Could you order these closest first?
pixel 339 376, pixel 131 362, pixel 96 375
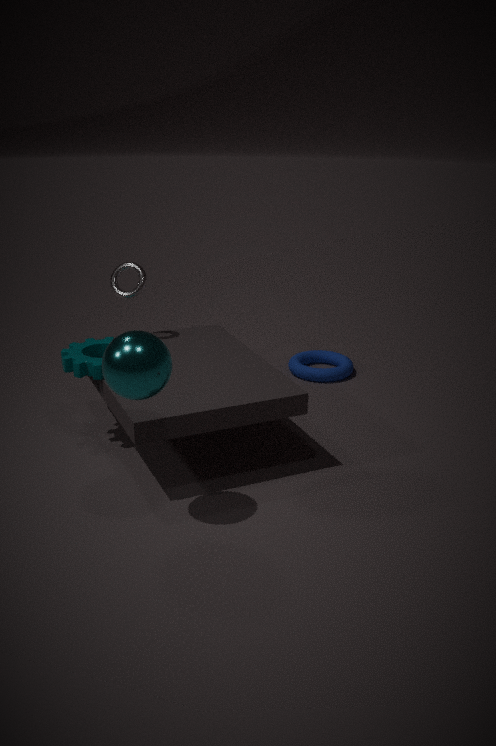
pixel 131 362, pixel 96 375, pixel 339 376
